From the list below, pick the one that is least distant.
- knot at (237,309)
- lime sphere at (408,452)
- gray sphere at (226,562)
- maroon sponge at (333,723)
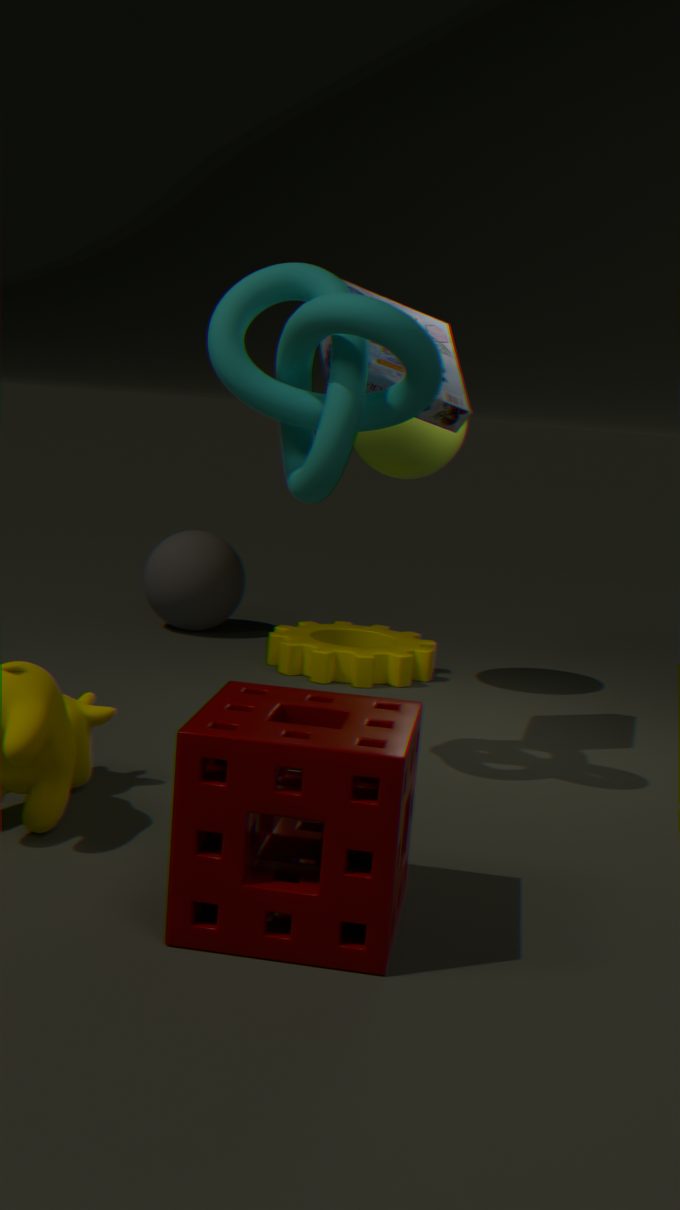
maroon sponge at (333,723)
